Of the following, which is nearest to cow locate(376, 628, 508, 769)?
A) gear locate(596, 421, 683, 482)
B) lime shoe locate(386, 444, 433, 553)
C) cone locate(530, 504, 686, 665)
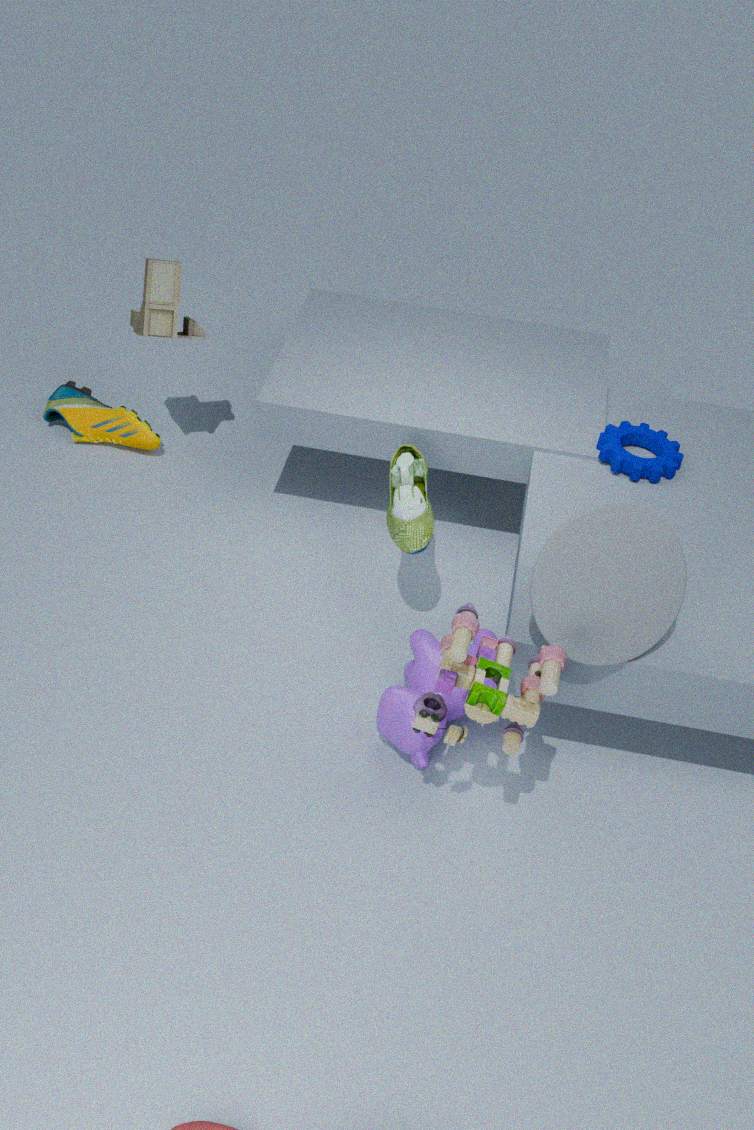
lime shoe locate(386, 444, 433, 553)
